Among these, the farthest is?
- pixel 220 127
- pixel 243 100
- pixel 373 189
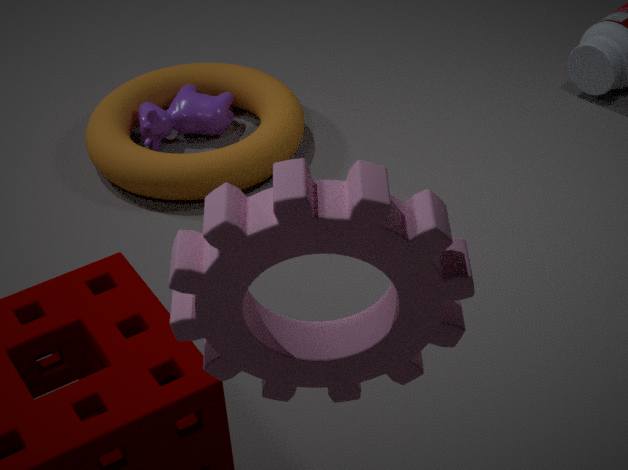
pixel 243 100
